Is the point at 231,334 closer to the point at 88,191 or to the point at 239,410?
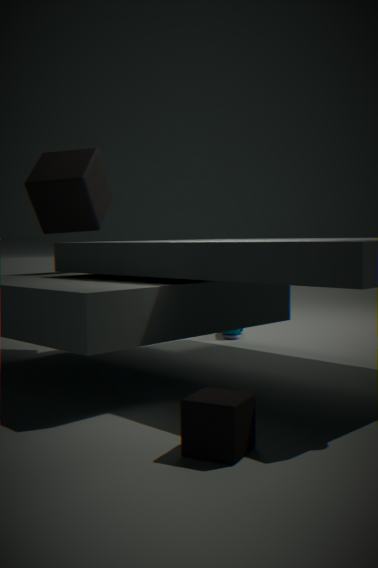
the point at 88,191
